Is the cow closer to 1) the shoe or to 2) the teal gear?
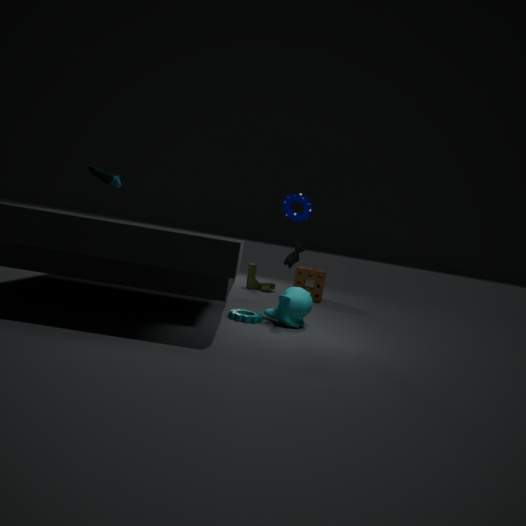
2) the teal gear
